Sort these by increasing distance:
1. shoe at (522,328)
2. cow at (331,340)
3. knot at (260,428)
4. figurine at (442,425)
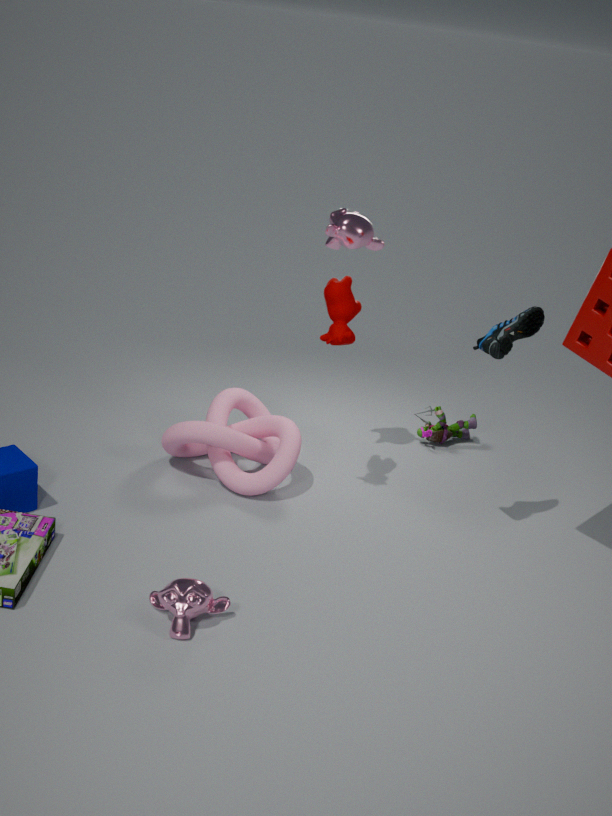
shoe at (522,328), cow at (331,340), knot at (260,428), figurine at (442,425)
